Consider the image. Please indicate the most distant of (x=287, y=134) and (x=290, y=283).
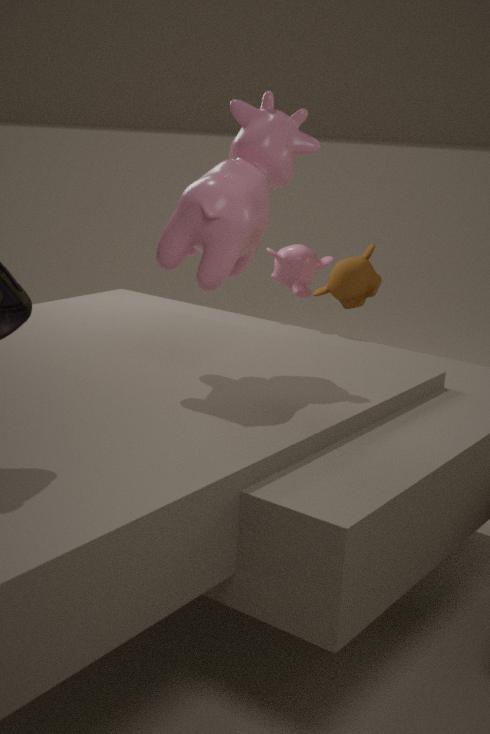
(x=290, y=283)
